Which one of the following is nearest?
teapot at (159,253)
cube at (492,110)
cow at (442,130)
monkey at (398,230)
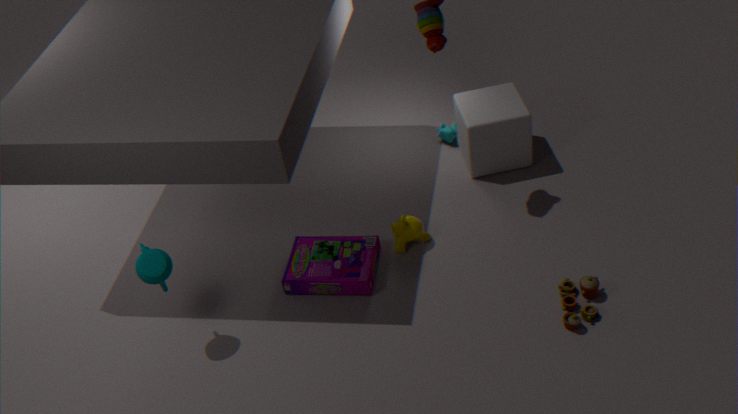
teapot at (159,253)
